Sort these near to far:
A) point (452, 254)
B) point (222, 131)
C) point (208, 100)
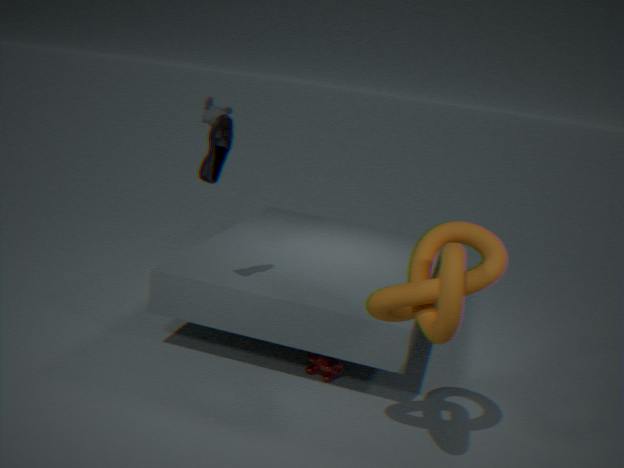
point (452, 254)
point (222, 131)
point (208, 100)
